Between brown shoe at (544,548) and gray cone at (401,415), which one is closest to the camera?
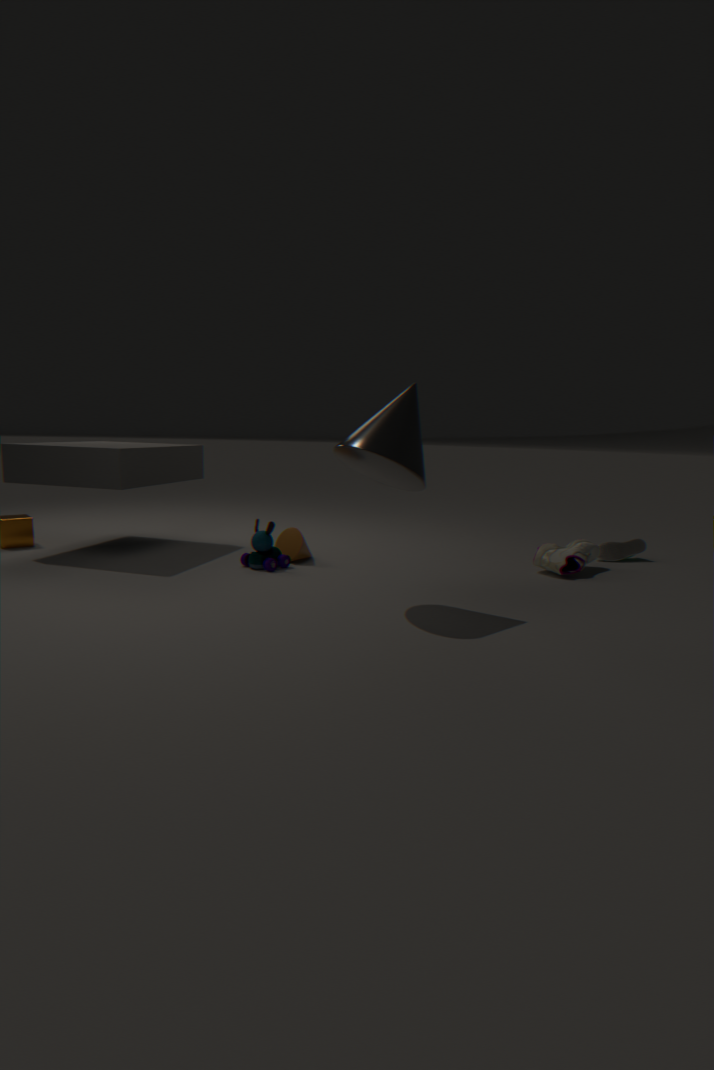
gray cone at (401,415)
